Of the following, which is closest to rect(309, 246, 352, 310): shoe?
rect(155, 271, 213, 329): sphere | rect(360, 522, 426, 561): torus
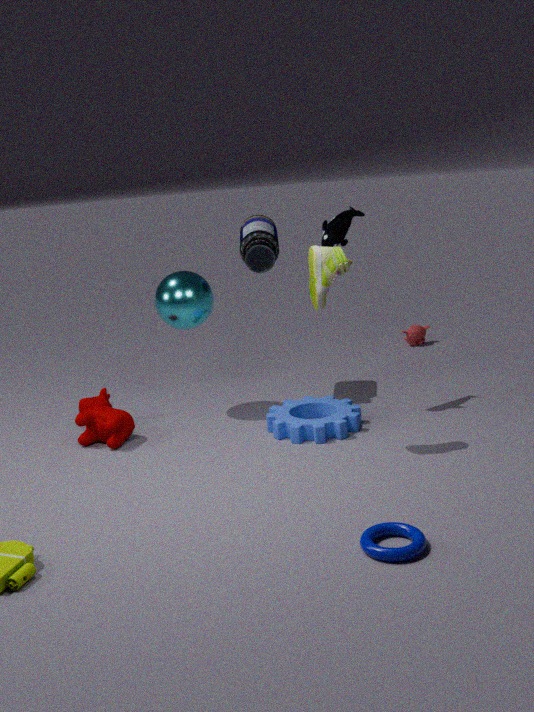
rect(155, 271, 213, 329): sphere
